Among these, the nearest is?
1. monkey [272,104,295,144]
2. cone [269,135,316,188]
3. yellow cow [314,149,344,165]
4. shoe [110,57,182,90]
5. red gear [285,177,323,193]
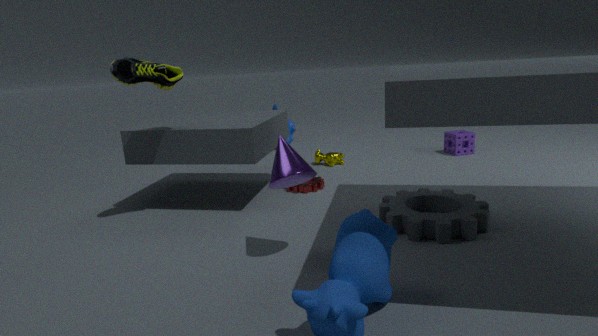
cone [269,135,316,188]
